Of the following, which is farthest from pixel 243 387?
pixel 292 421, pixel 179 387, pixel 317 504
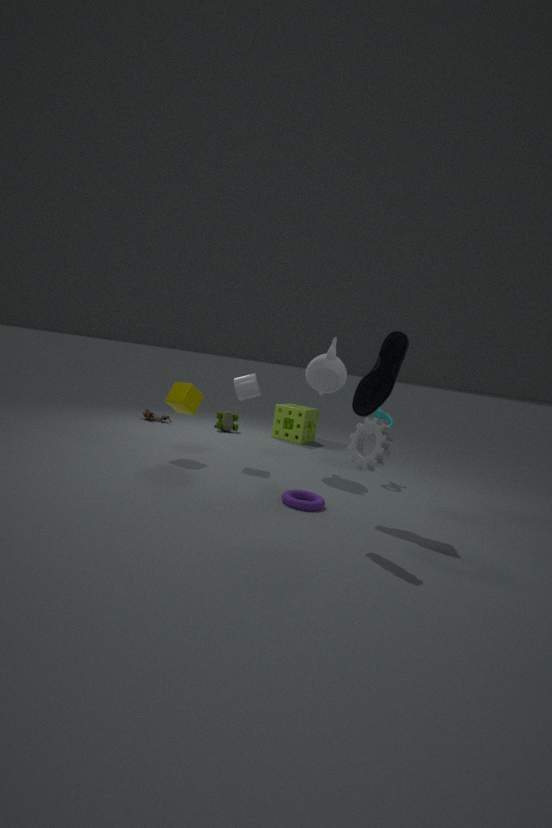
pixel 292 421
